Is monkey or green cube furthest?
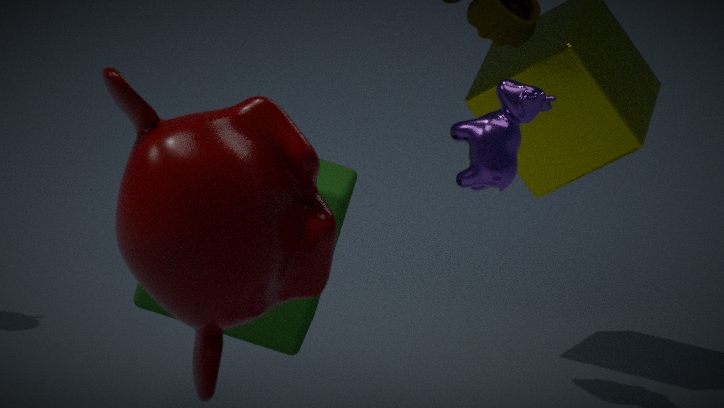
green cube
